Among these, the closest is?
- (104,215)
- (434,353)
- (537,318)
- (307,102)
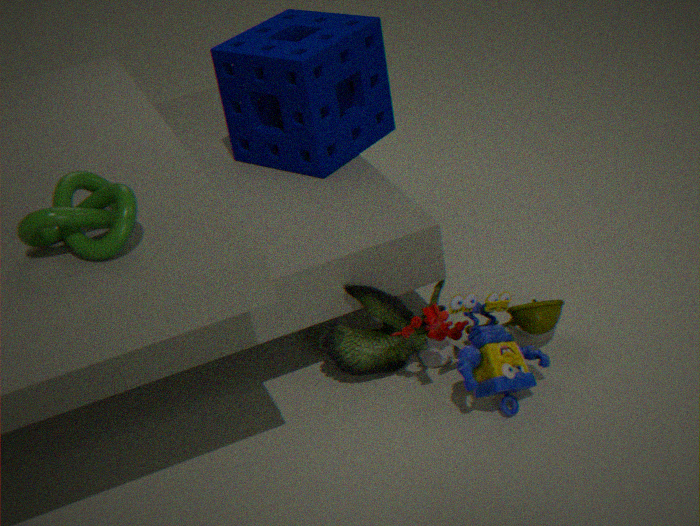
(104,215)
